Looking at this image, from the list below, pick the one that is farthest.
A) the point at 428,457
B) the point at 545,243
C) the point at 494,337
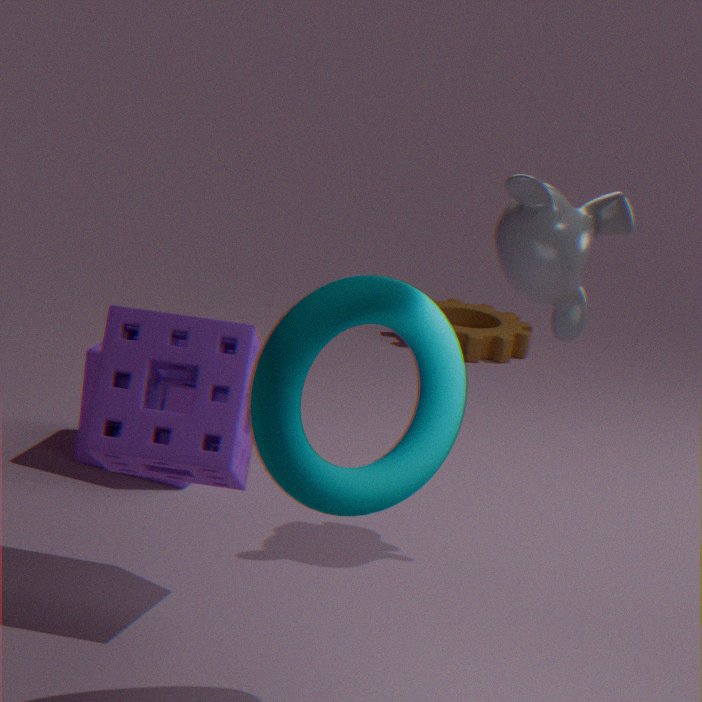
the point at 494,337
